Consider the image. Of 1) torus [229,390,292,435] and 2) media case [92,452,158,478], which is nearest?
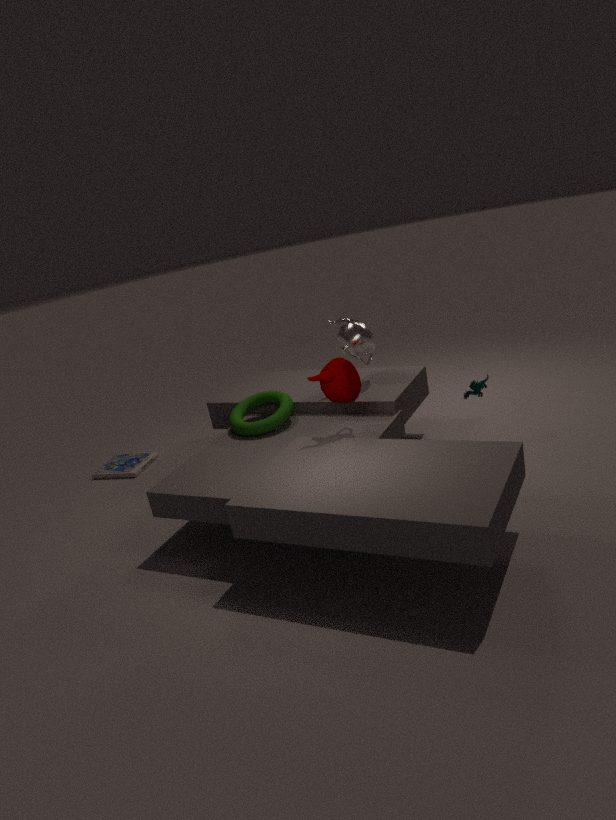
1. torus [229,390,292,435]
